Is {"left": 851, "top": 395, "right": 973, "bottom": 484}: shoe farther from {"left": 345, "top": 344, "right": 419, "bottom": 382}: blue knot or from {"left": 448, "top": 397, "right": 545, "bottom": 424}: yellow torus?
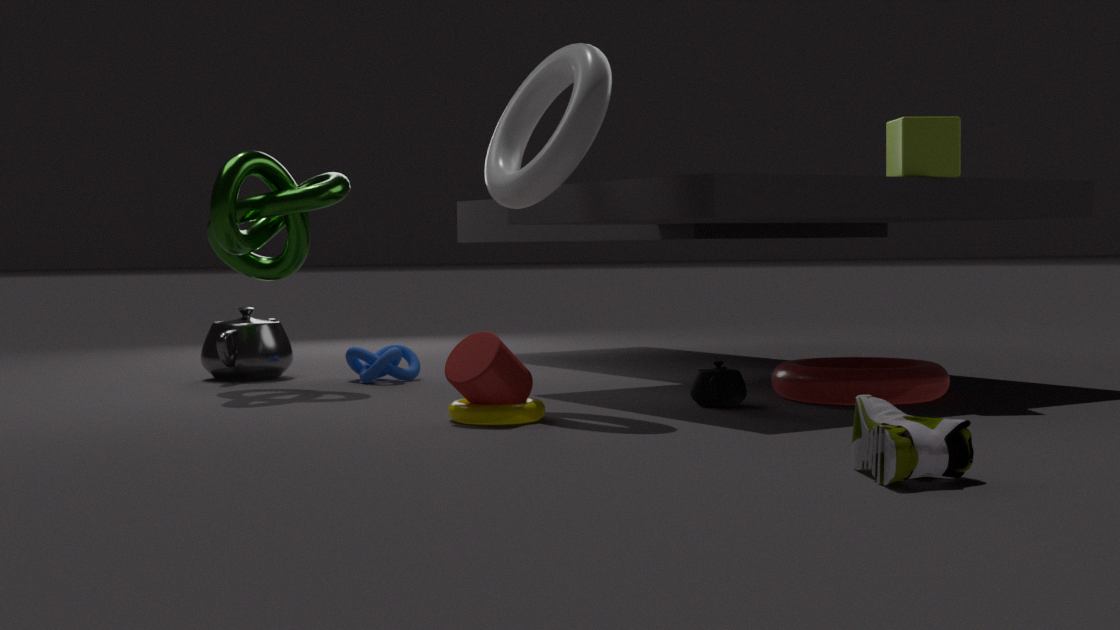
{"left": 345, "top": 344, "right": 419, "bottom": 382}: blue knot
